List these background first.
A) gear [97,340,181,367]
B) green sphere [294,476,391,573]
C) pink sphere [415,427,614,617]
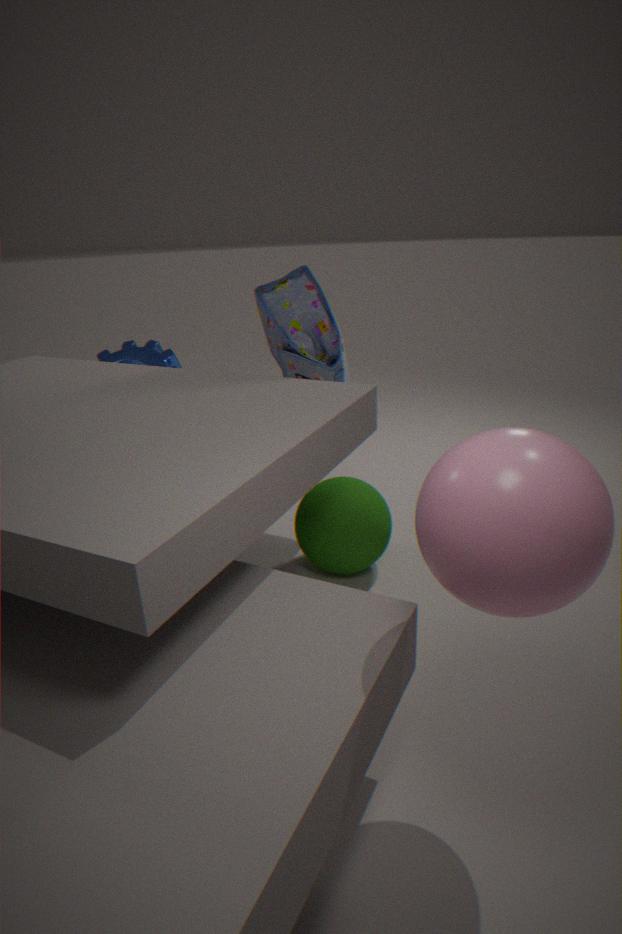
gear [97,340,181,367], green sphere [294,476,391,573], pink sphere [415,427,614,617]
